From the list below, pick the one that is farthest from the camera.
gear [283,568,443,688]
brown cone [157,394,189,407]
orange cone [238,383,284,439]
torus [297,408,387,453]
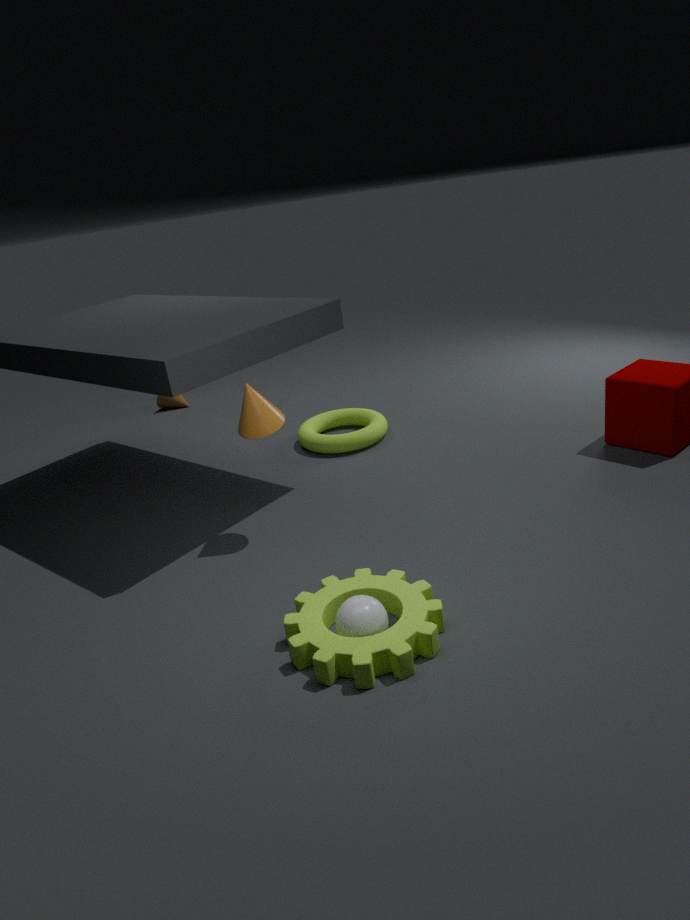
brown cone [157,394,189,407]
